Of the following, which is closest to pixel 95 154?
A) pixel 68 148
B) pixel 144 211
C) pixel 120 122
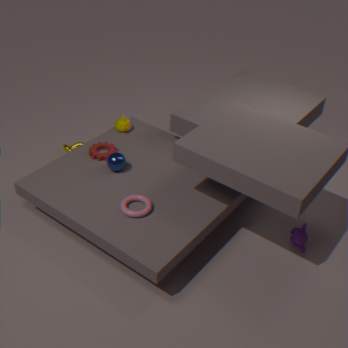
pixel 120 122
